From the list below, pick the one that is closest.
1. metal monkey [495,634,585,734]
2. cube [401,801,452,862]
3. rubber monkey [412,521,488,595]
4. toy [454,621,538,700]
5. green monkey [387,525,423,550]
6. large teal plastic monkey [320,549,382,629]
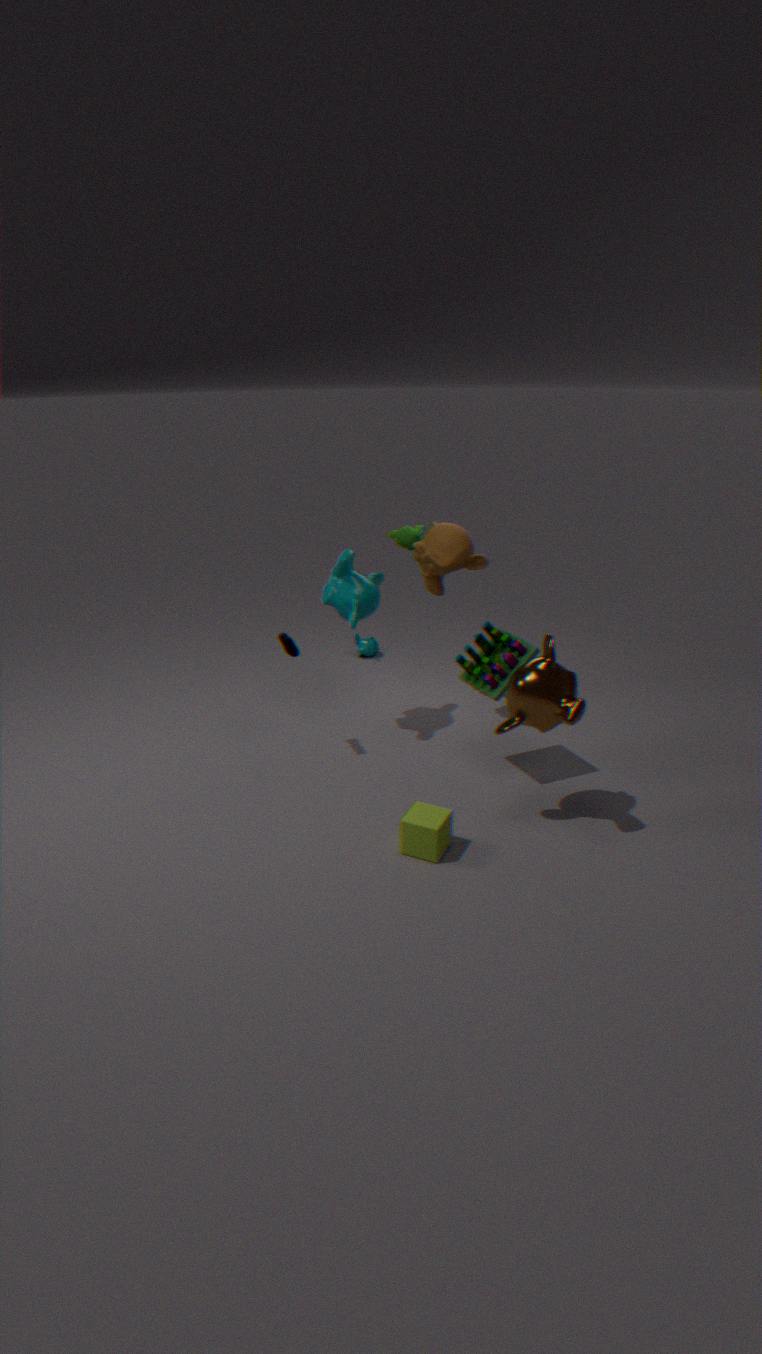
cube [401,801,452,862]
